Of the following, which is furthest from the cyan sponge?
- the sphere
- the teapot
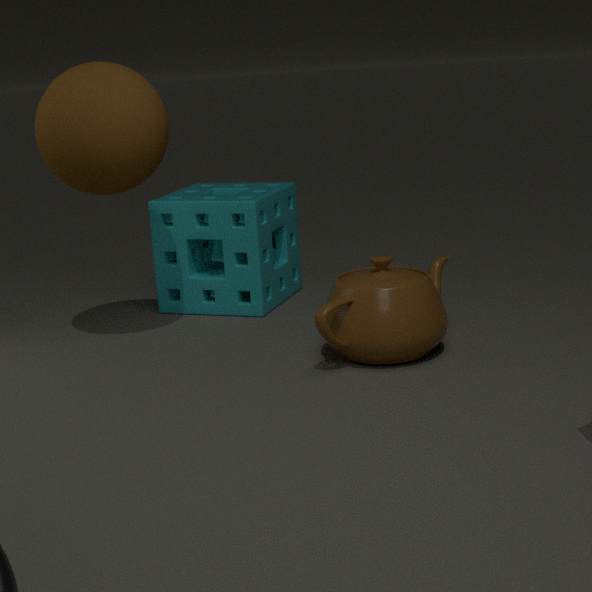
the teapot
